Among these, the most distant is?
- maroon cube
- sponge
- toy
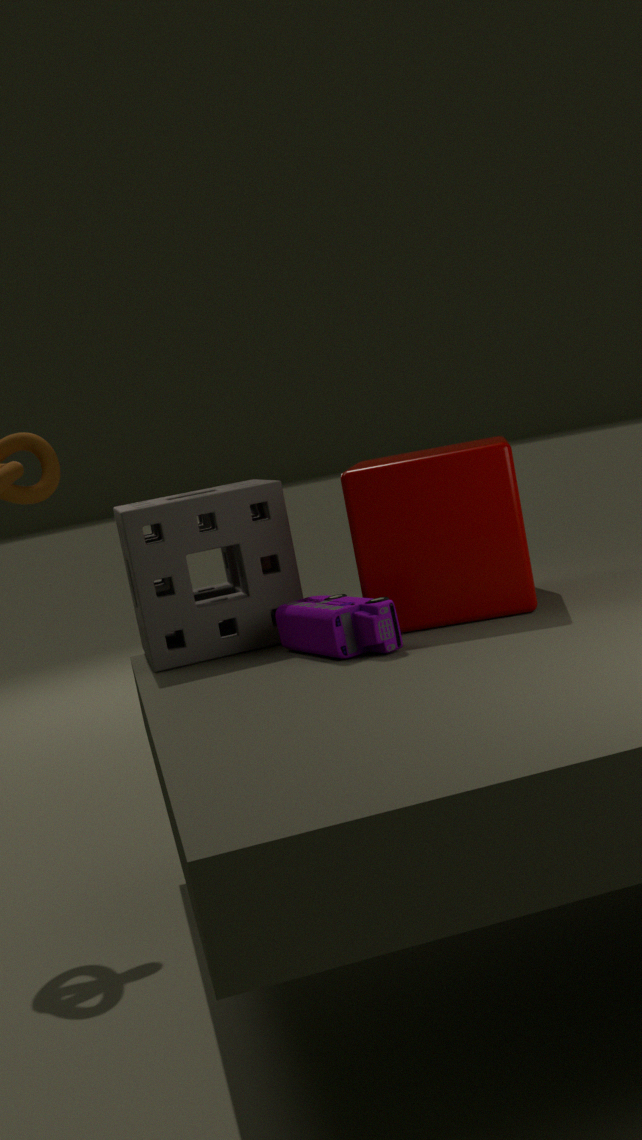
sponge
